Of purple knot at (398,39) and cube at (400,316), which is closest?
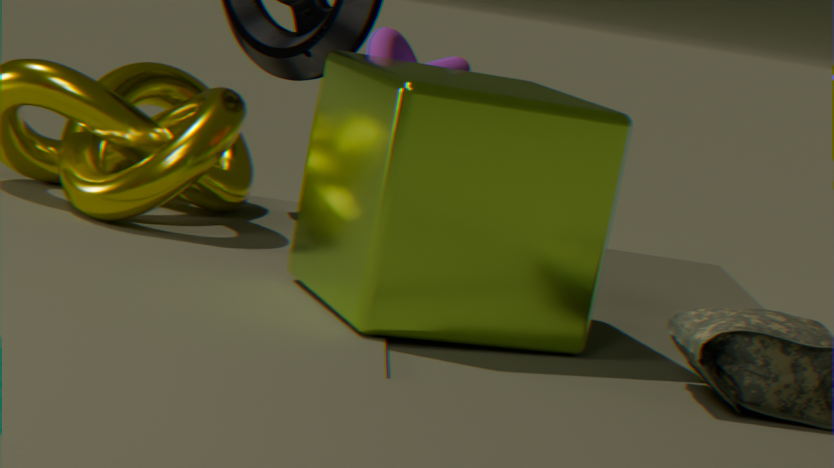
cube at (400,316)
